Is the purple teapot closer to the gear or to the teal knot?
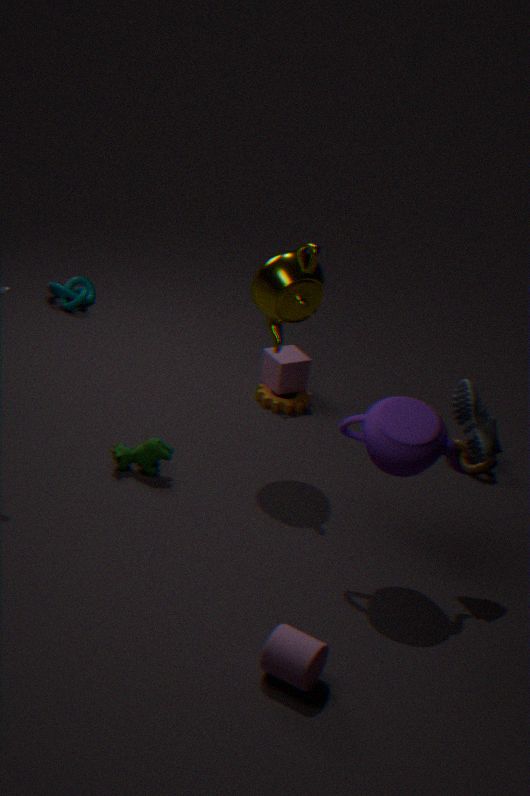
the gear
